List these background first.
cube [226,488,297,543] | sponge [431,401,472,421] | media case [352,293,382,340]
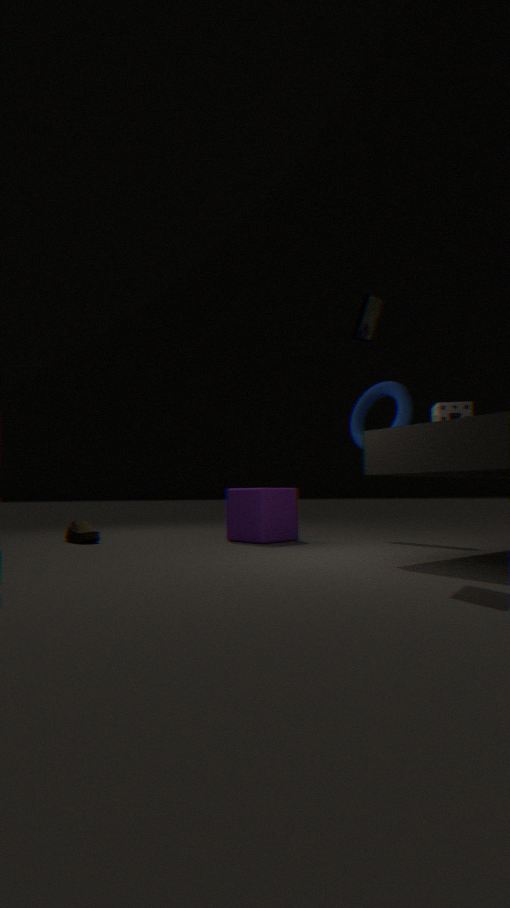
1. cube [226,488,297,543]
2. sponge [431,401,472,421]
3. media case [352,293,382,340]
